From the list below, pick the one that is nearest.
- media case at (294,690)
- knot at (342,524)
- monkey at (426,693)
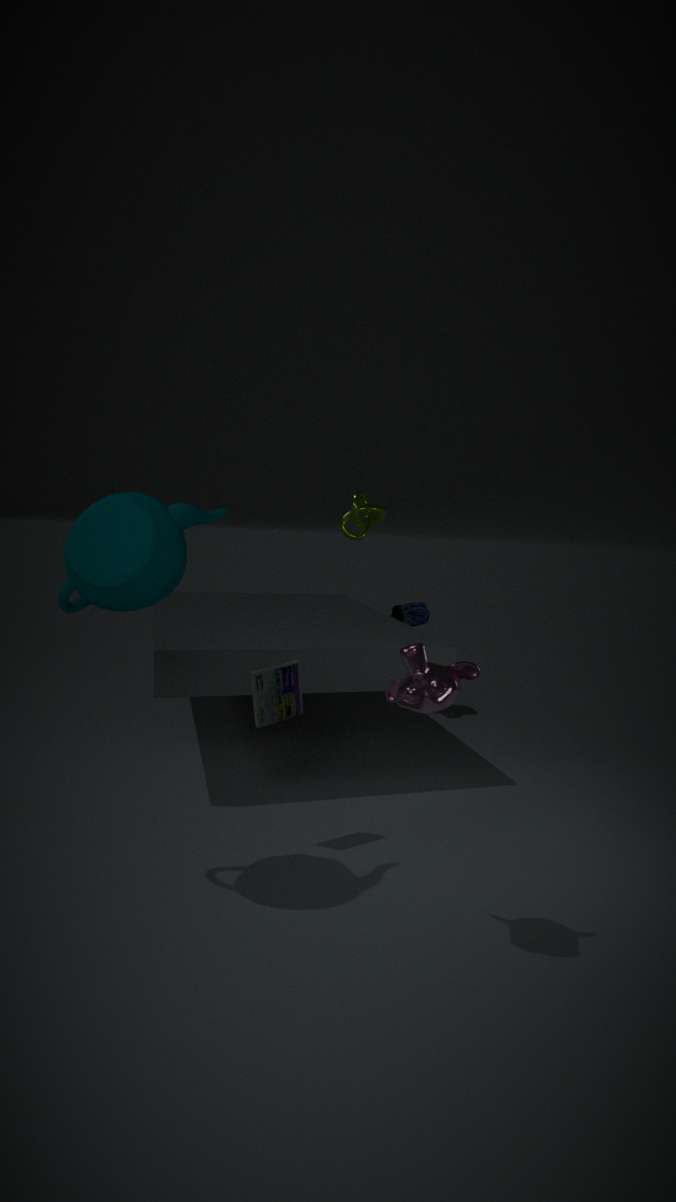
monkey at (426,693)
